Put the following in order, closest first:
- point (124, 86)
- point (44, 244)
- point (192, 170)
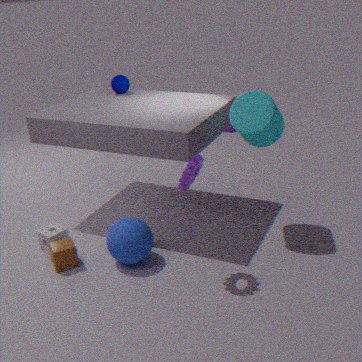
point (192, 170) → point (44, 244) → point (124, 86)
